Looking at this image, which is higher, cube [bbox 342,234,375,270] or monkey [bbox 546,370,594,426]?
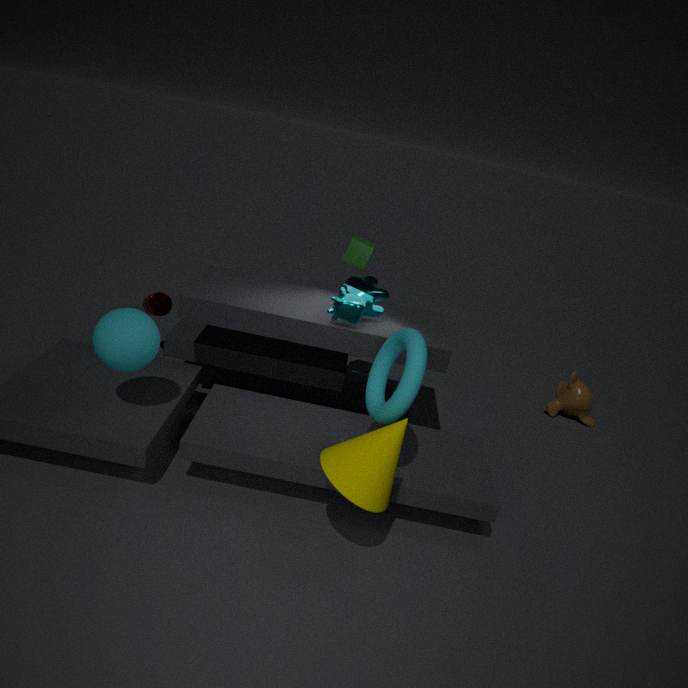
cube [bbox 342,234,375,270]
